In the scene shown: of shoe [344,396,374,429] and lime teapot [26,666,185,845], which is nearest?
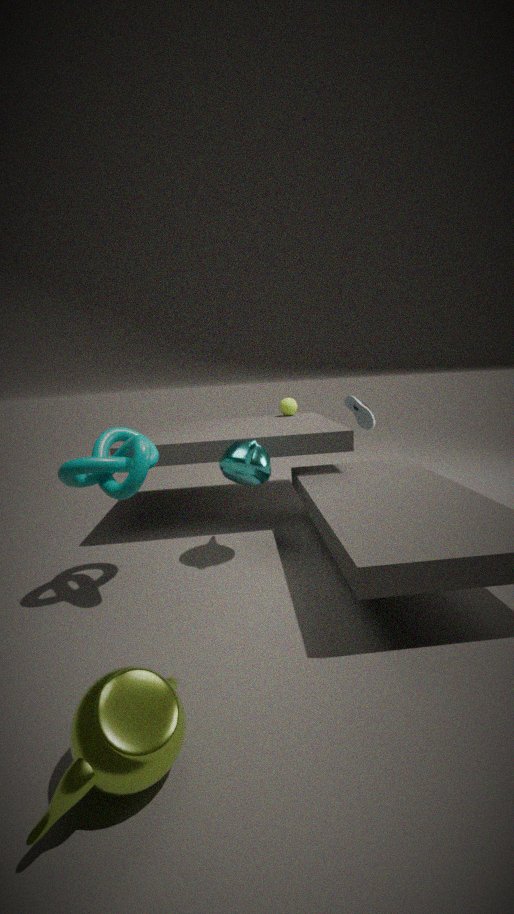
lime teapot [26,666,185,845]
